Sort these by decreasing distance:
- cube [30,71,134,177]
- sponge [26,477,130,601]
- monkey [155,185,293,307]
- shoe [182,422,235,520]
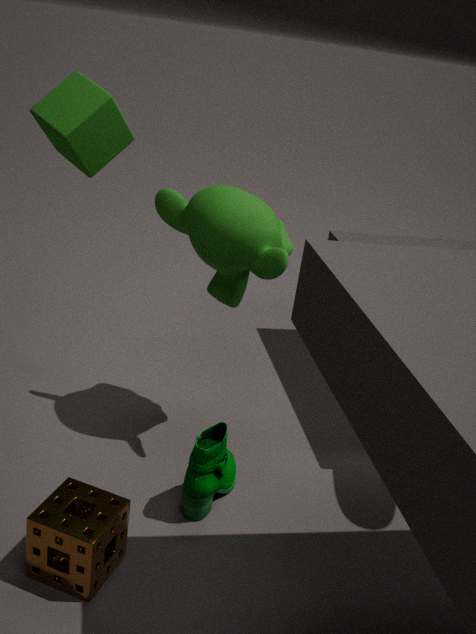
1. monkey [155,185,293,307]
2. shoe [182,422,235,520]
3. cube [30,71,134,177]
4. sponge [26,477,130,601]
